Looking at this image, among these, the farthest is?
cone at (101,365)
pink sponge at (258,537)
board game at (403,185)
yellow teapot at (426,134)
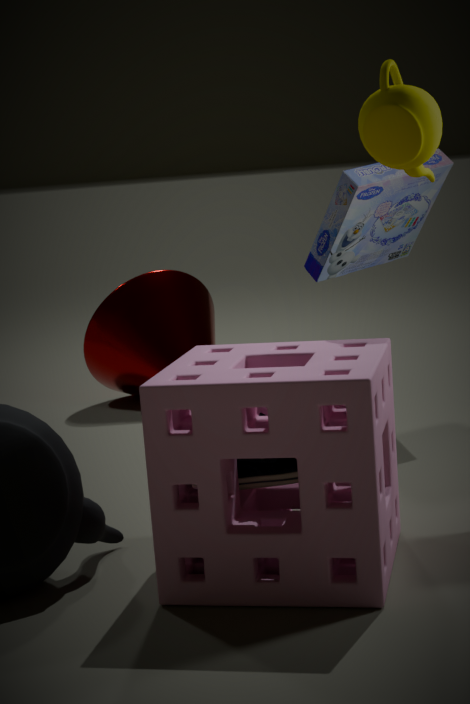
cone at (101,365)
